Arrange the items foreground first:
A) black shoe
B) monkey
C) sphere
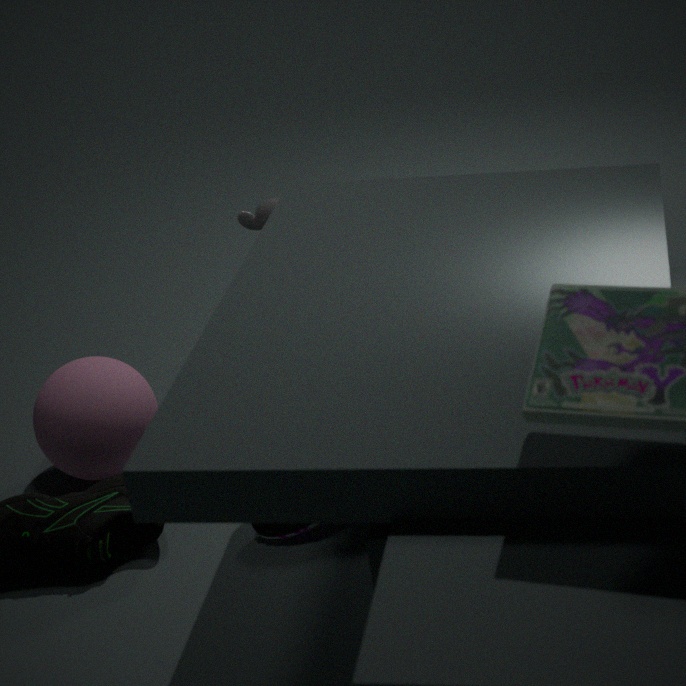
black shoe
sphere
monkey
